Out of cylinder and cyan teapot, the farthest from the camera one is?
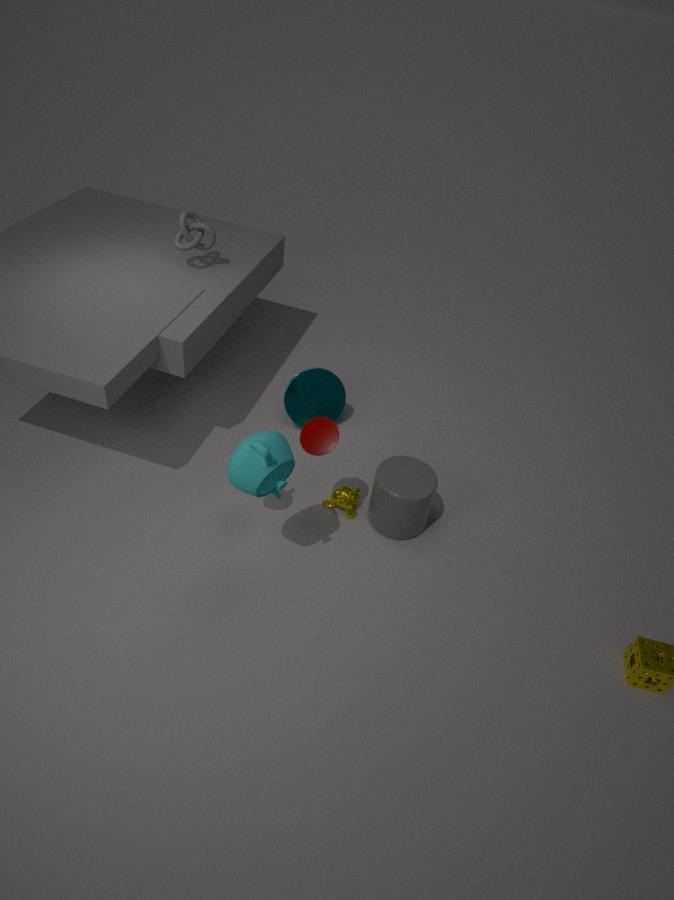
cylinder
